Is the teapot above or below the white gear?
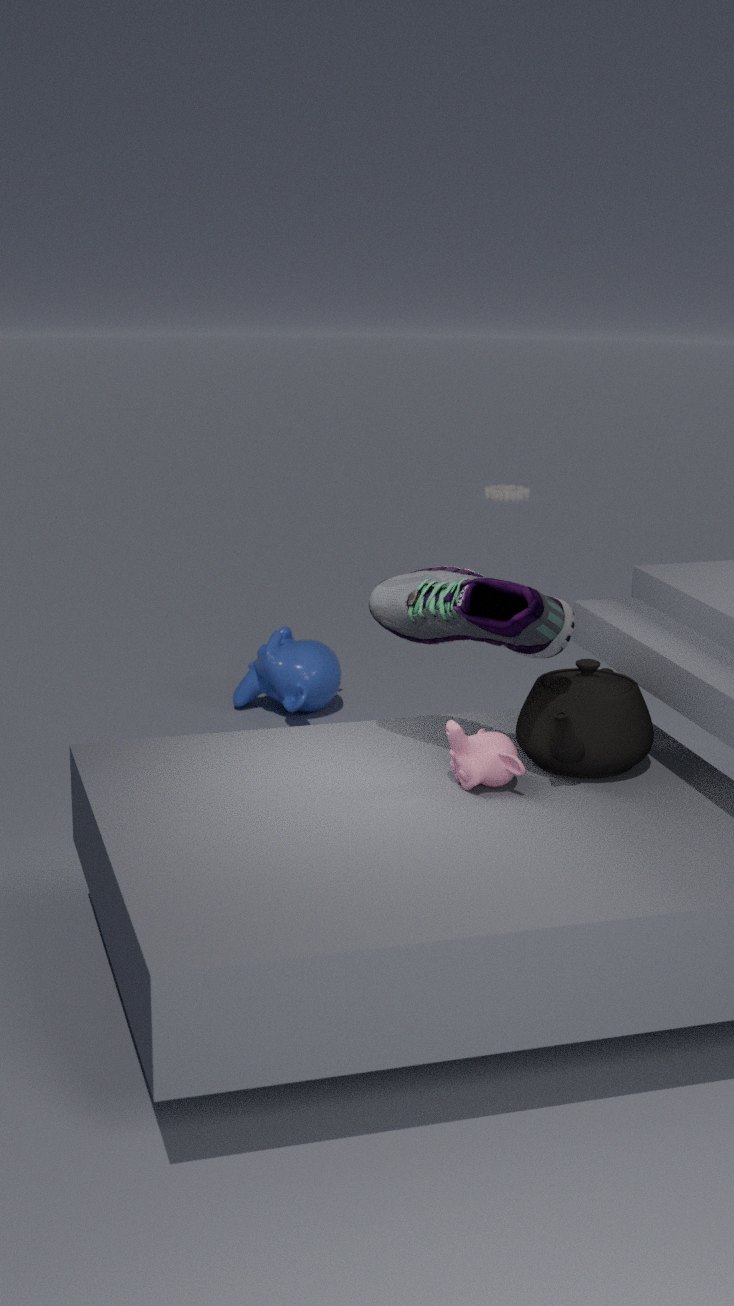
above
